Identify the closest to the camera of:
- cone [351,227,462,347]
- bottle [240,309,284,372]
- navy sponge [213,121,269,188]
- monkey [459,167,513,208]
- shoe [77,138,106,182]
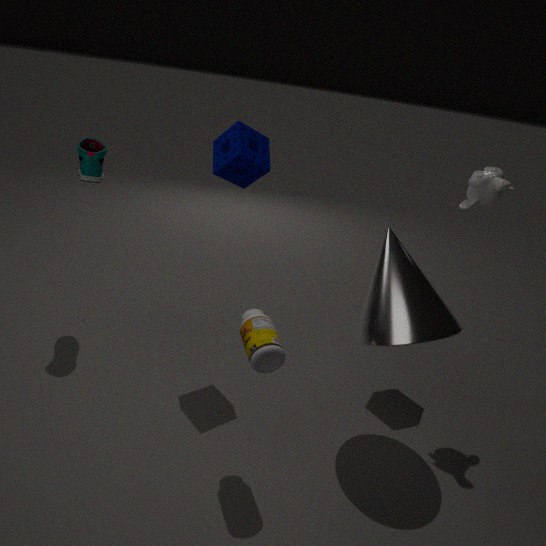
bottle [240,309,284,372]
